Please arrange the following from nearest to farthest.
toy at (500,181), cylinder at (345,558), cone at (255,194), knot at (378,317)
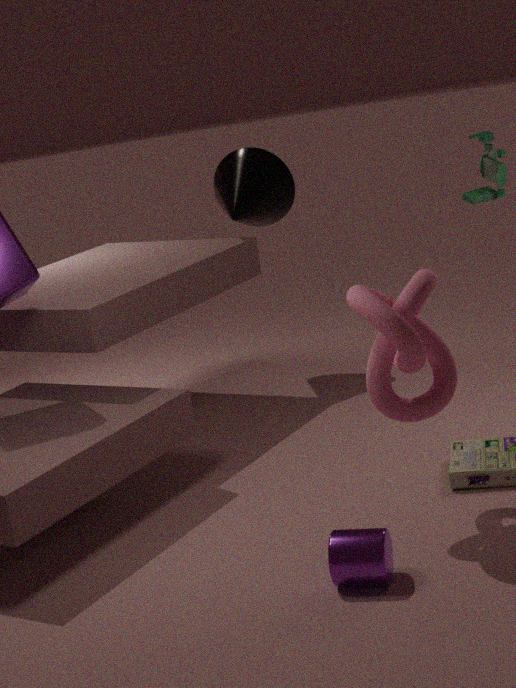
cylinder at (345,558)
knot at (378,317)
toy at (500,181)
cone at (255,194)
